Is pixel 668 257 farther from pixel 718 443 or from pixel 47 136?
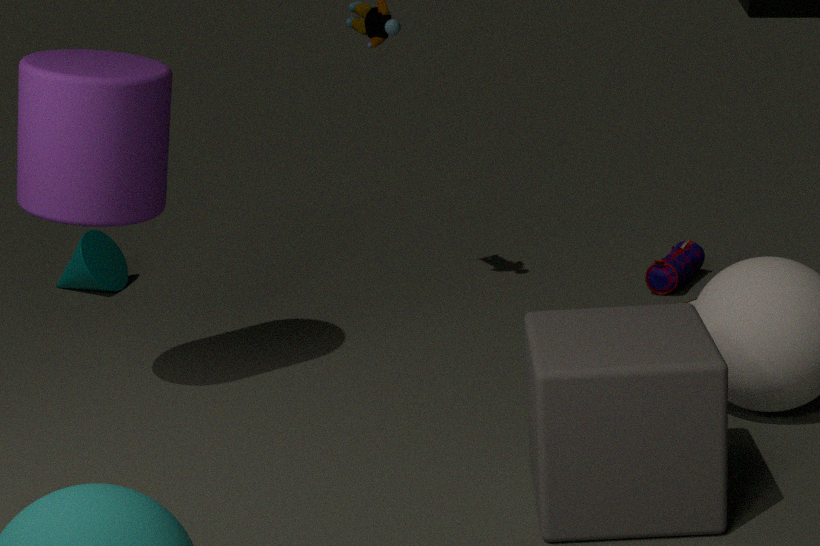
pixel 47 136
